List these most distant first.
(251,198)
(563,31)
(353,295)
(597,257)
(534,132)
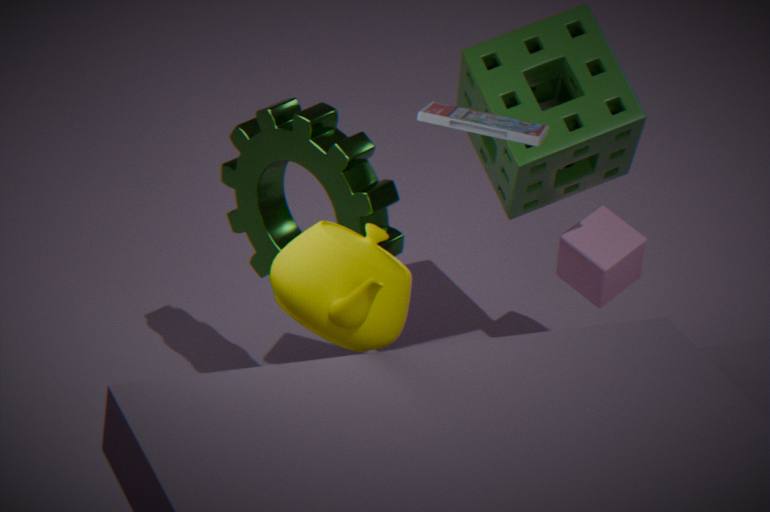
1. (597,257)
2. (563,31)
3. (251,198)
4. (534,132)
5. (353,295)
